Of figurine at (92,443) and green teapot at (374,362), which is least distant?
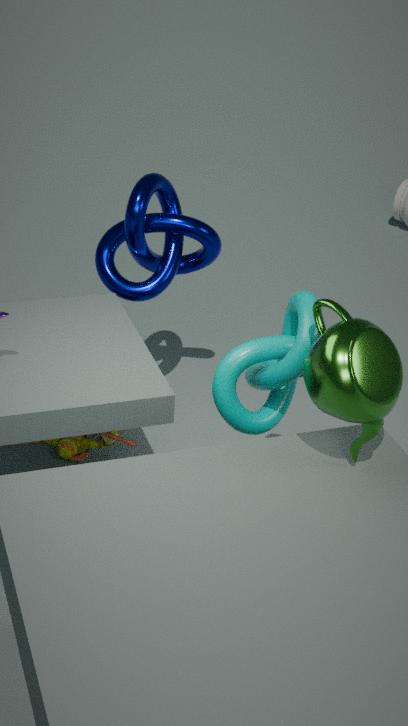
green teapot at (374,362)
